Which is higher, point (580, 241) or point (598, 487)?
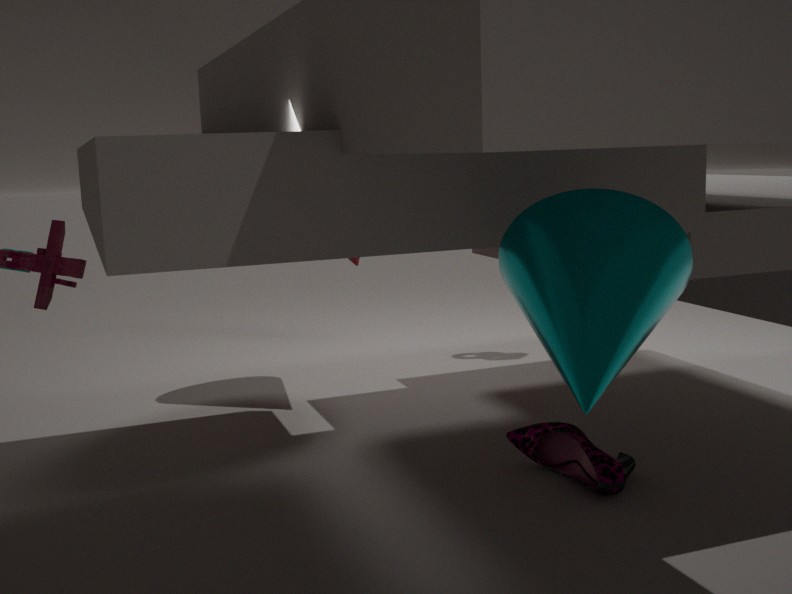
point (580, 241)
